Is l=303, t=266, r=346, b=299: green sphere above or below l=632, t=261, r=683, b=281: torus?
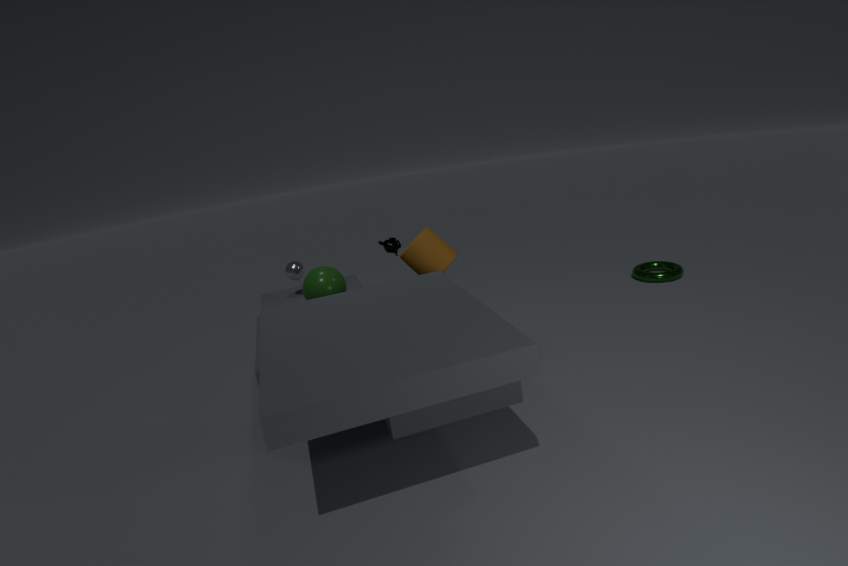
above
